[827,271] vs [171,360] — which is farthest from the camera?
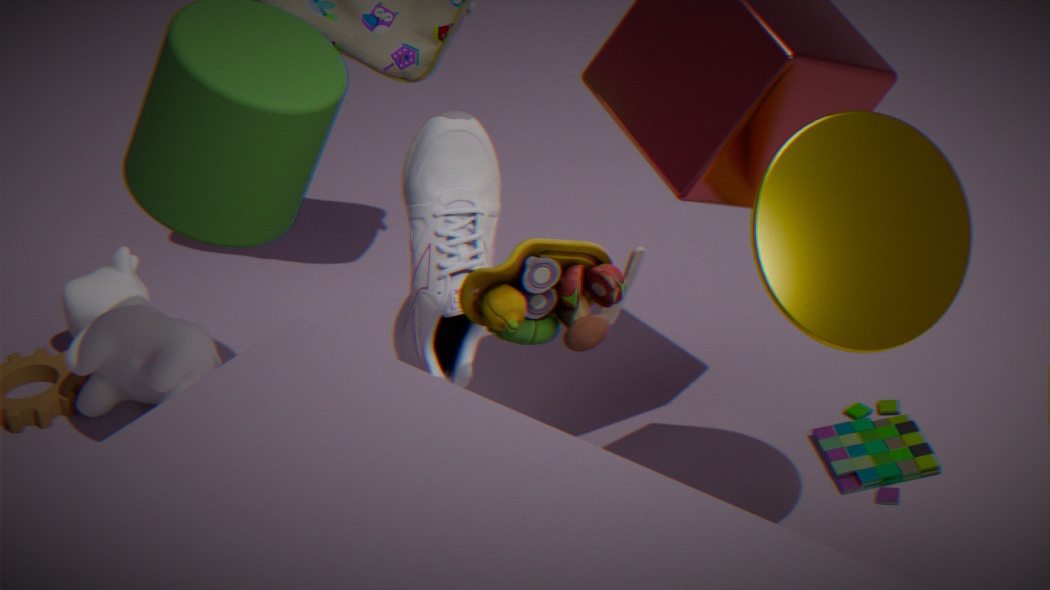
[171,360]
